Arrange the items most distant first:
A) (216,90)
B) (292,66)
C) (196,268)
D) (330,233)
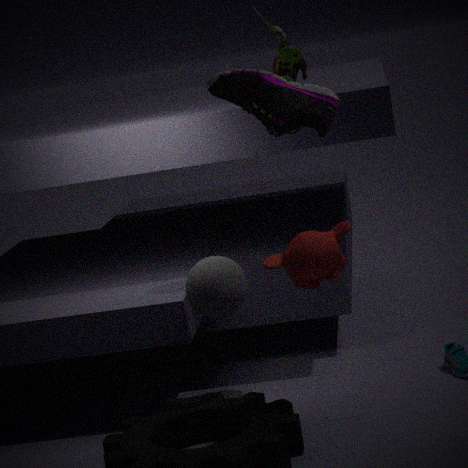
(292,66) < (216,90) < (196,268) < (330,233)
